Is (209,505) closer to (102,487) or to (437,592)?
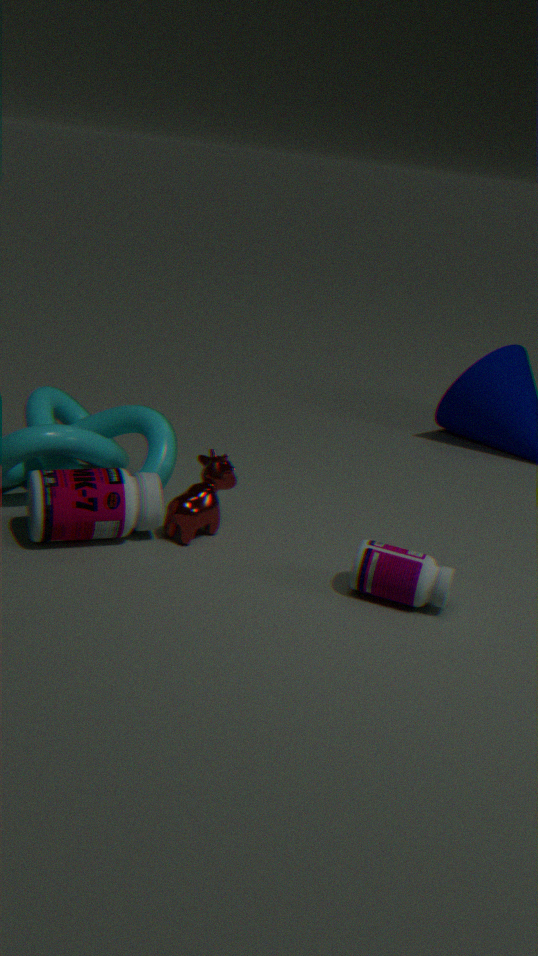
(102,487)
